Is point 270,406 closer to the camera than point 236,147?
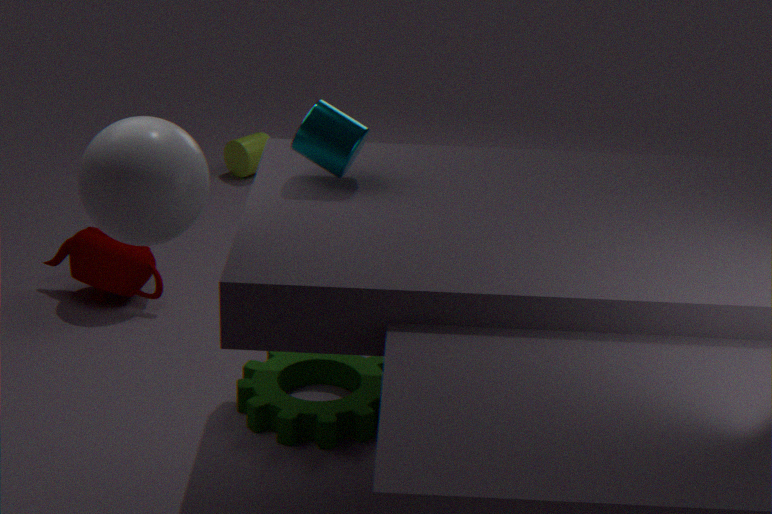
Yes
